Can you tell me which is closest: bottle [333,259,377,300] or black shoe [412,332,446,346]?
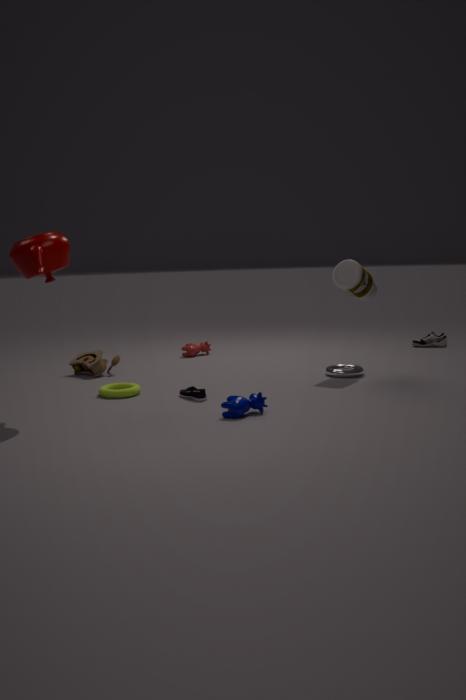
bottle [333,259,377,300]
